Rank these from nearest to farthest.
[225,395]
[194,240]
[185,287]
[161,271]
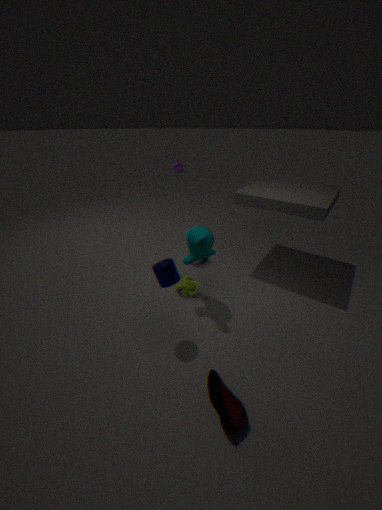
[225,395] → [161,271] → [194,240] → [185,287]
